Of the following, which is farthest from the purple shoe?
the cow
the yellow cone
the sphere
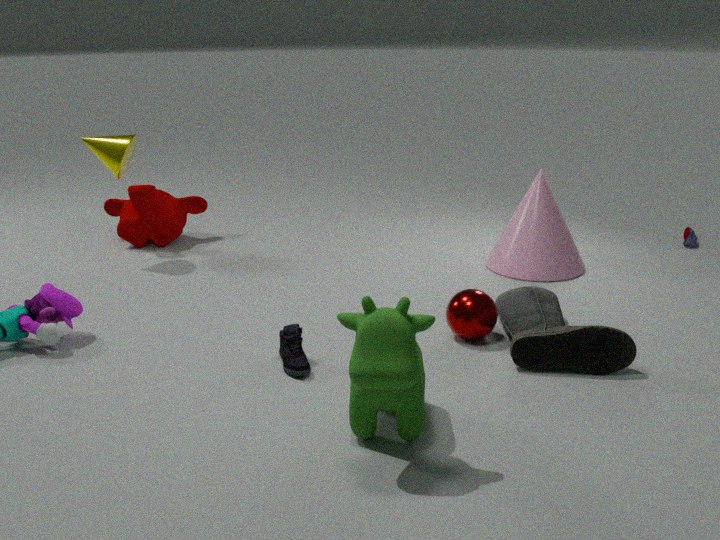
the yellow cone
